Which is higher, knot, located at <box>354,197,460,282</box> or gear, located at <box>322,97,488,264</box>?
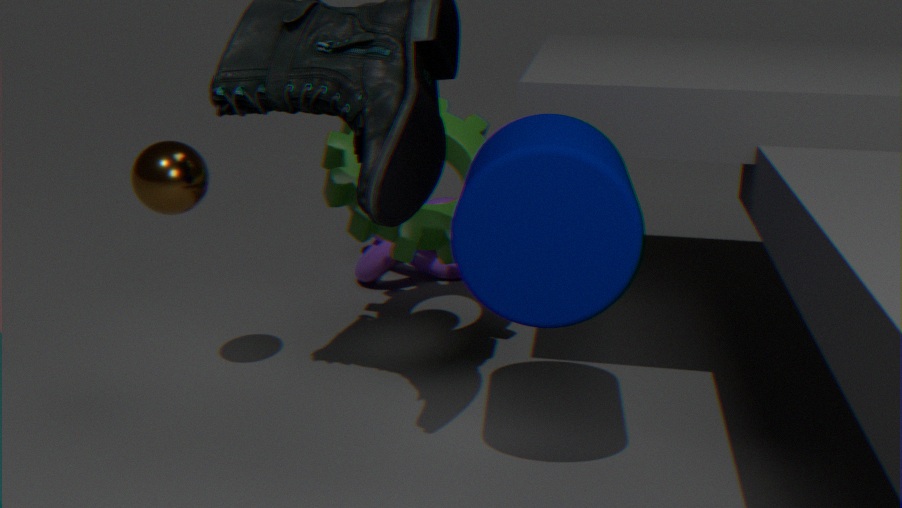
gear, located at <box>322,97,488,264</box>
